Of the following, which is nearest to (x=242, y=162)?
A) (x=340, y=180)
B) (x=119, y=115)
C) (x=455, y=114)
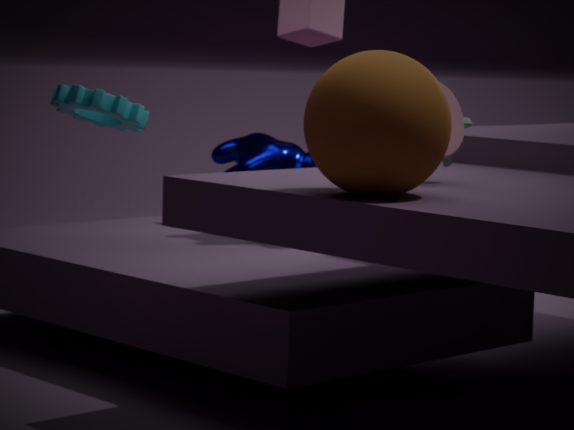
(x=119, y=115)
